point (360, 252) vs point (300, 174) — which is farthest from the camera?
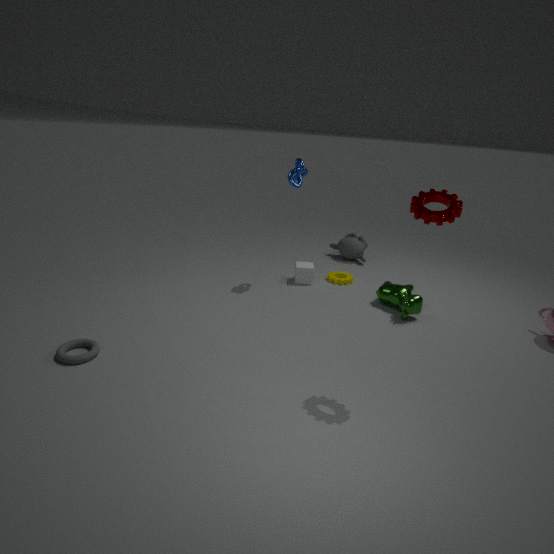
point (360, 252)
